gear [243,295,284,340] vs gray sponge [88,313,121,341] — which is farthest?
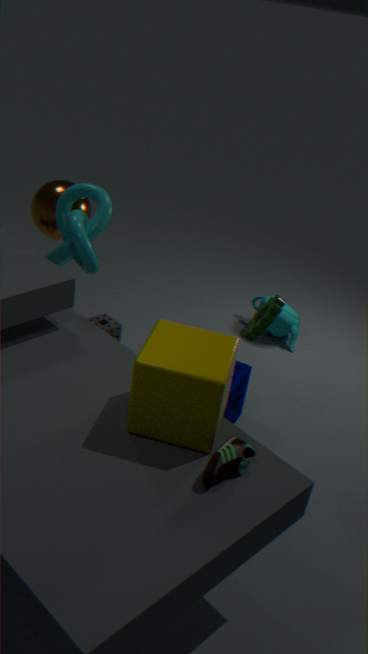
gray sponge [88,313,121,341]
